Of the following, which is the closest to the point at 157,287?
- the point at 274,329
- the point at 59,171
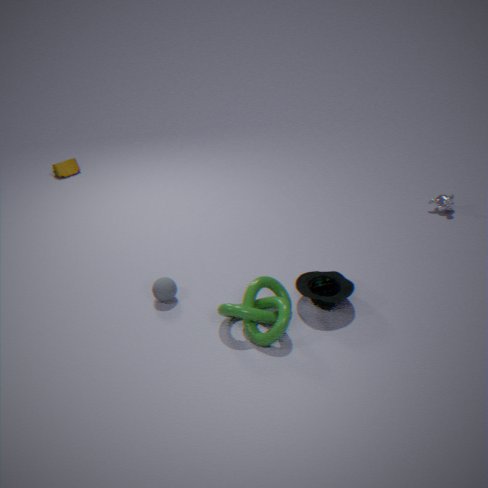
the point at 274,329
